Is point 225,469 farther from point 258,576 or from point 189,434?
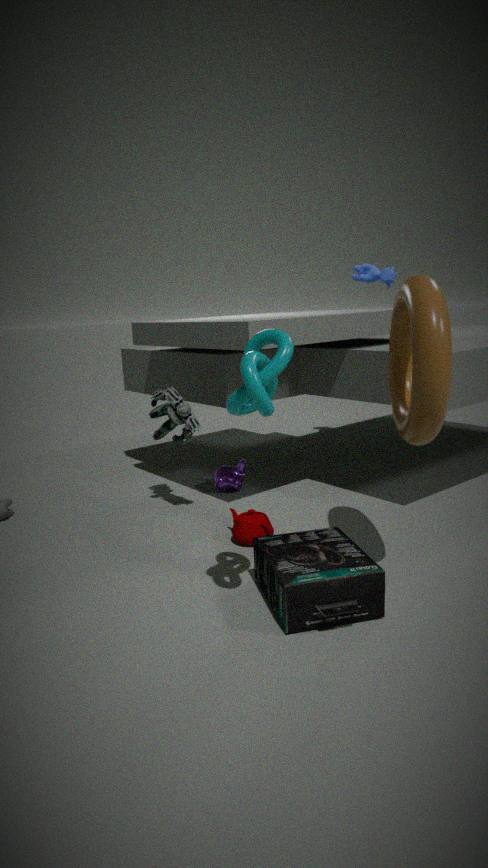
point 258,576
